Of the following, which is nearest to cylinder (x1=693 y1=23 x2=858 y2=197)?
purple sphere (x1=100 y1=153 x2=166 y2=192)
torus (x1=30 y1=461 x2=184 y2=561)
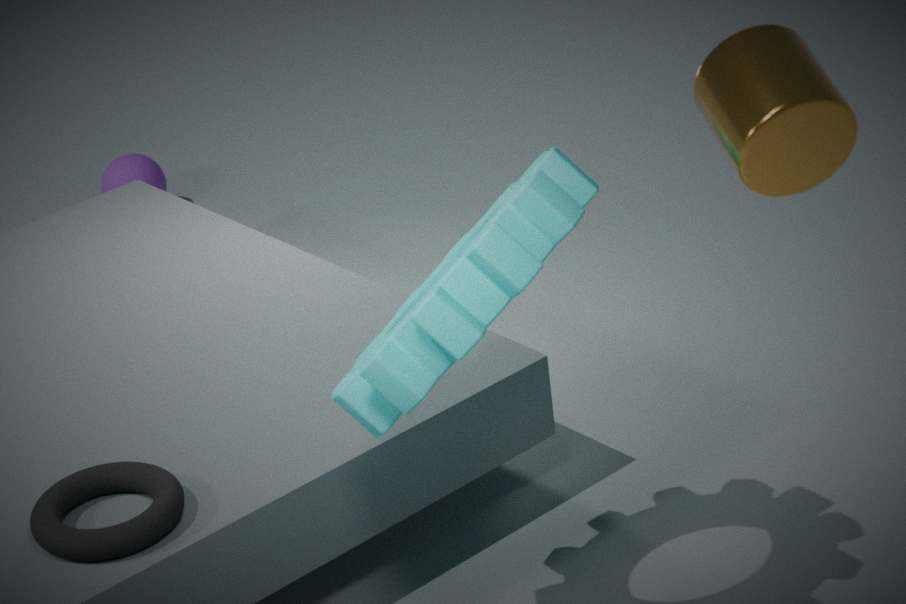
torus (x1=30 y1=461 x2=184 y2=561)
